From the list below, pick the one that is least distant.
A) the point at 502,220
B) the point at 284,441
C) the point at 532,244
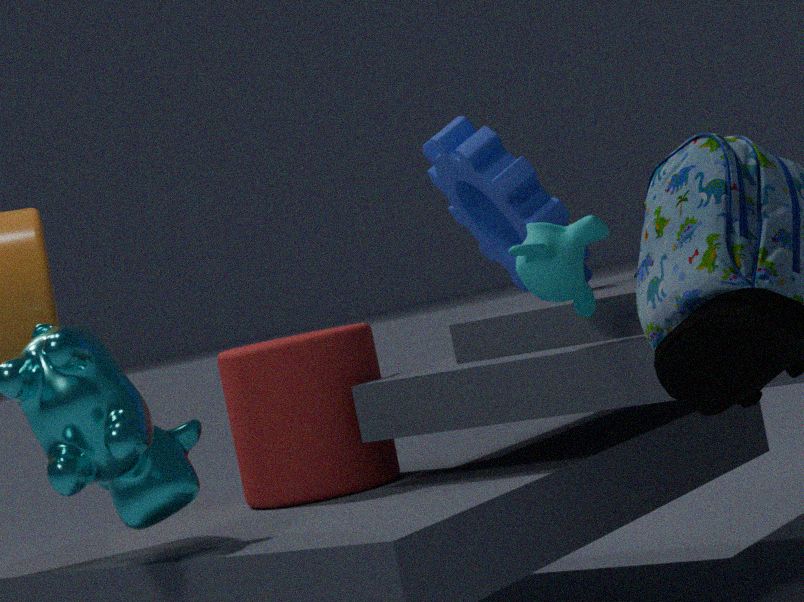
the point at 532,244
